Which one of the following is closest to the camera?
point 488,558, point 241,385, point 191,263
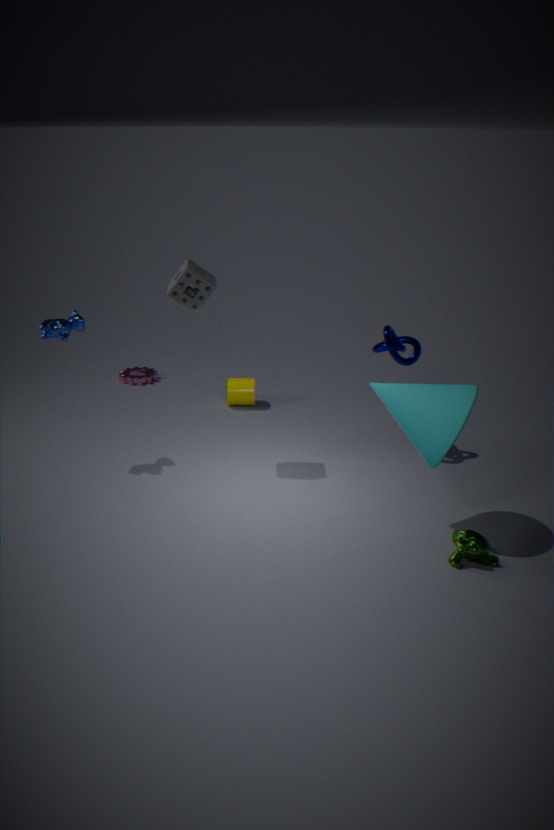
point 488,558
